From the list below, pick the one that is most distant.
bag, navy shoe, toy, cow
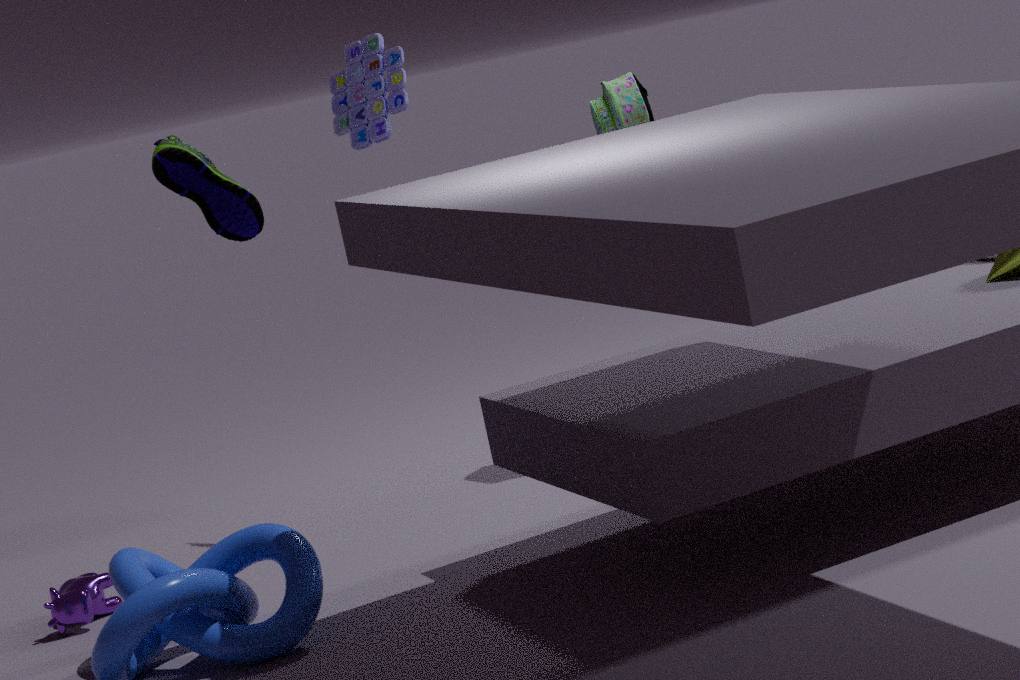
bag
